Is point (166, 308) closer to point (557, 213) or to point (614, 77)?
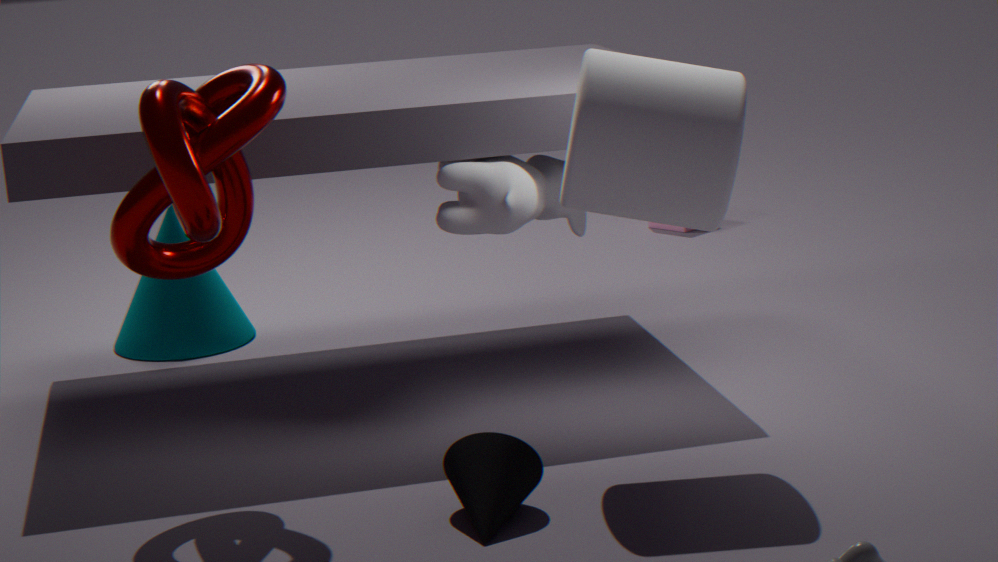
point (557, 213)
